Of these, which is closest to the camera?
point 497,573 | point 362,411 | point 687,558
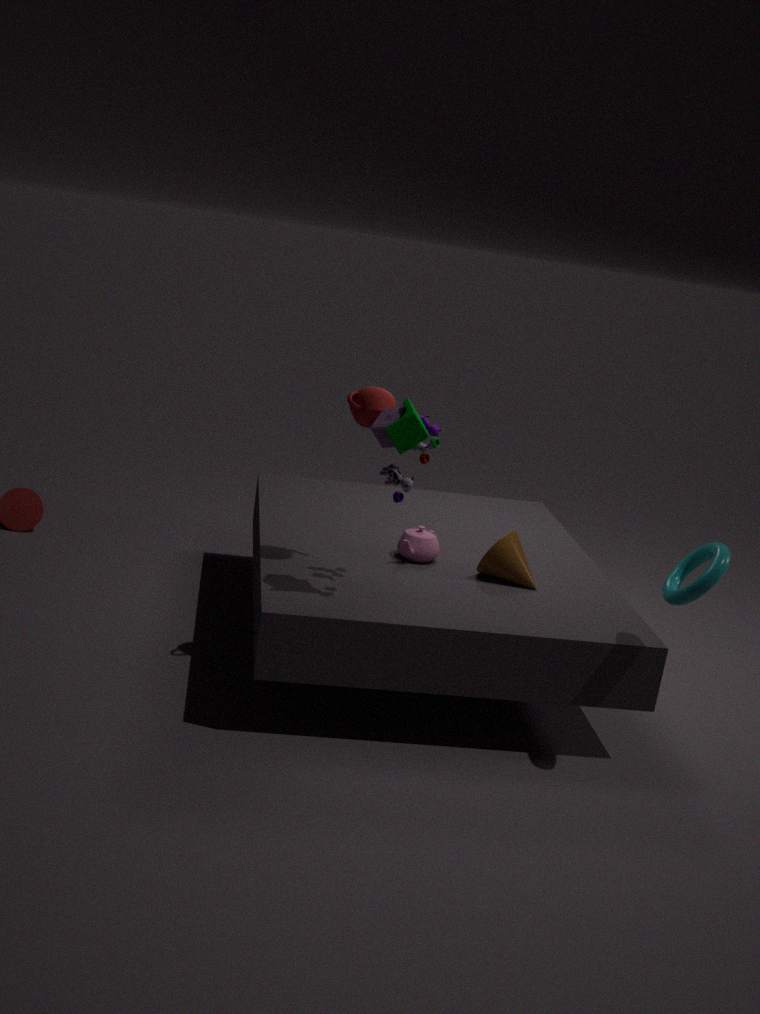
point 687,558
